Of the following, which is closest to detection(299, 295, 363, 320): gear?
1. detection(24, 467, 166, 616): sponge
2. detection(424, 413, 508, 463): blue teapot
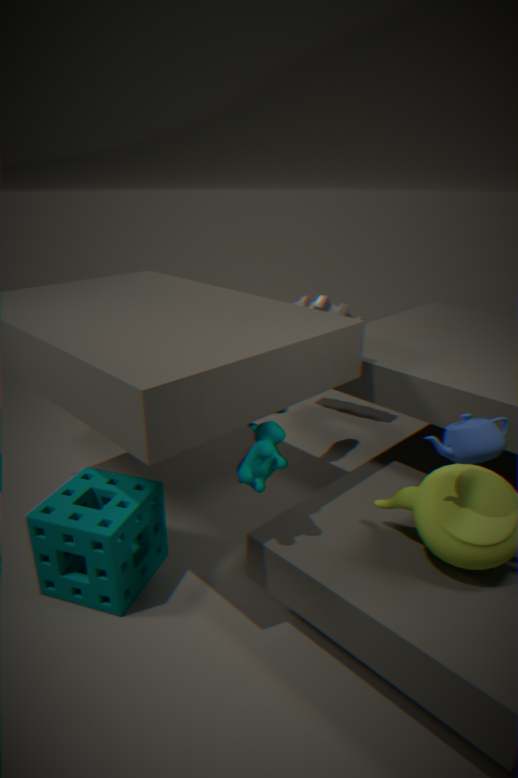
detection(24, 467, 166, 616): sponge
